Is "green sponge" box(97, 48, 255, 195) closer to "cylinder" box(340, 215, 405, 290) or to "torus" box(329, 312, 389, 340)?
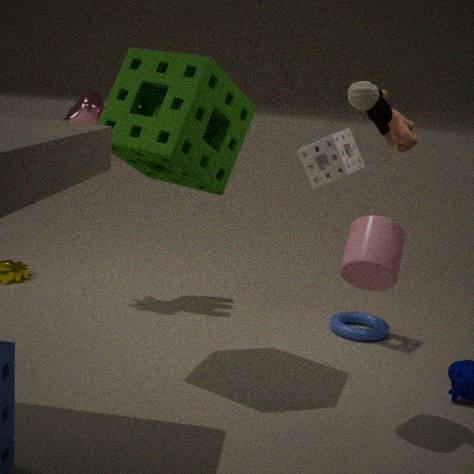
"cylinder" box(340, 215, 405, 290)
